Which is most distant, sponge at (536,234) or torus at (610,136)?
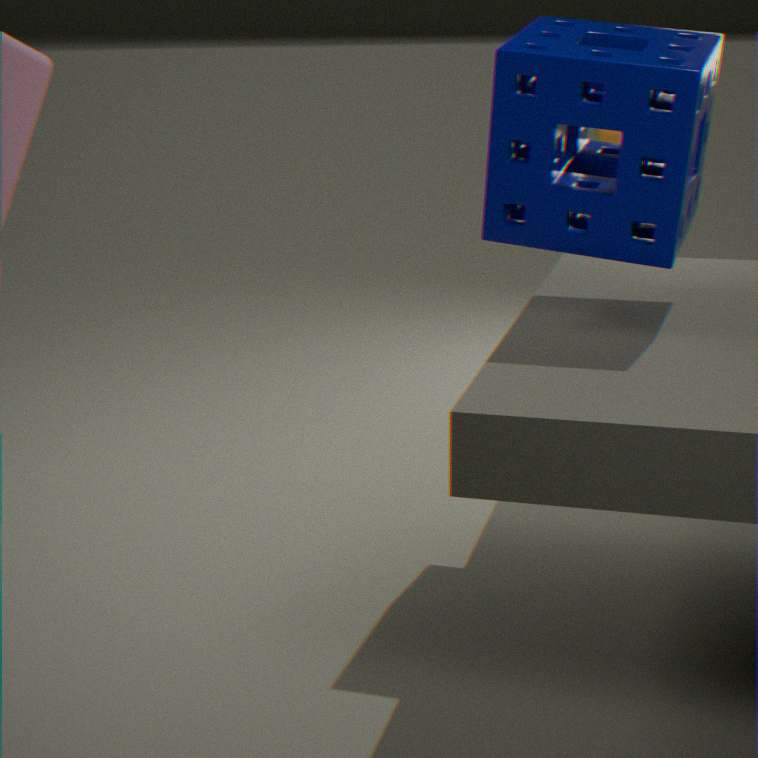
torus at (610,136)
